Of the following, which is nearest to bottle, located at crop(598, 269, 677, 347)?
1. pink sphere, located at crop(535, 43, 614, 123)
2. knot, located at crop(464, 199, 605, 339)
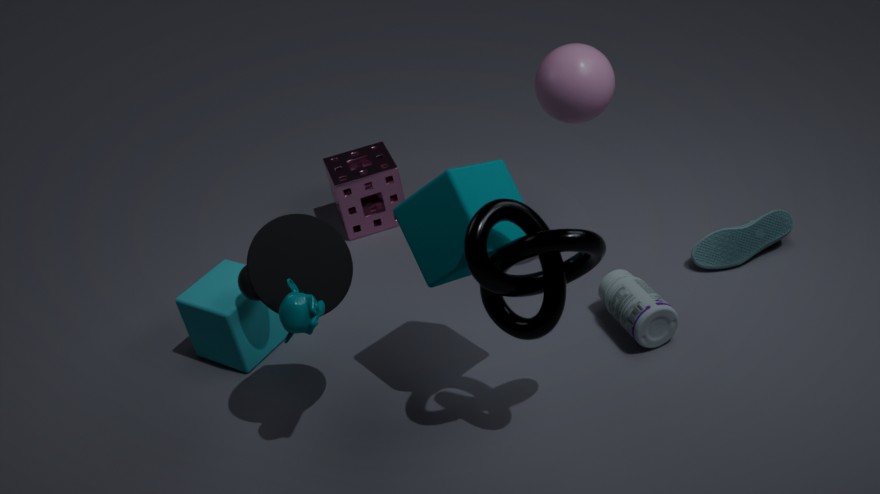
knot, located at crop(464, 199, 605, 339)
